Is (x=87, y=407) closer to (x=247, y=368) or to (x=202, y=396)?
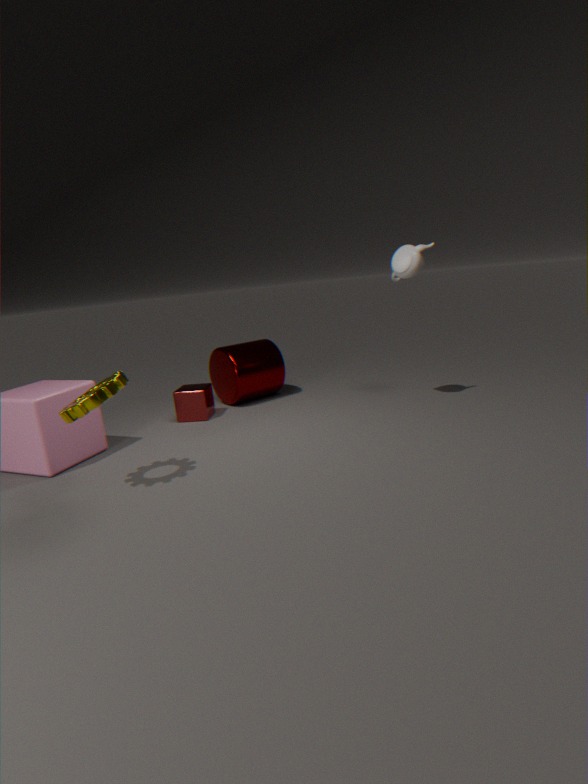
(x=202, y=396)
